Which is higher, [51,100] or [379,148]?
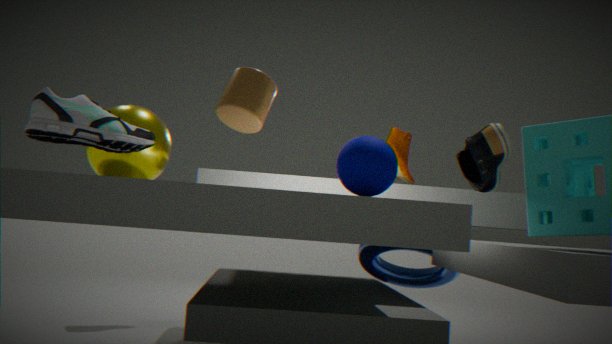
[51,100]
